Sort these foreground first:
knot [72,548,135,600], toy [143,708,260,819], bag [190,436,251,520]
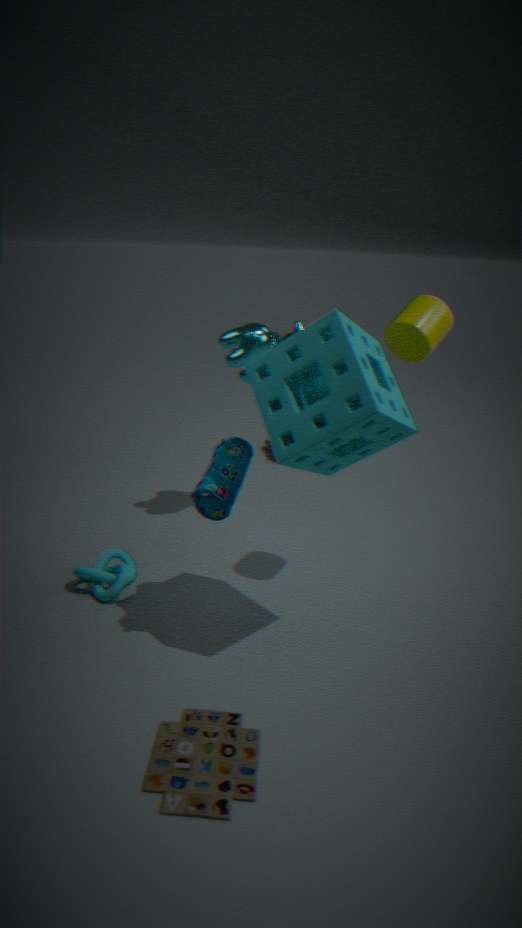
toy [143,708,260,819], bag [190,436,251,520], knot [72,548,135,600]
